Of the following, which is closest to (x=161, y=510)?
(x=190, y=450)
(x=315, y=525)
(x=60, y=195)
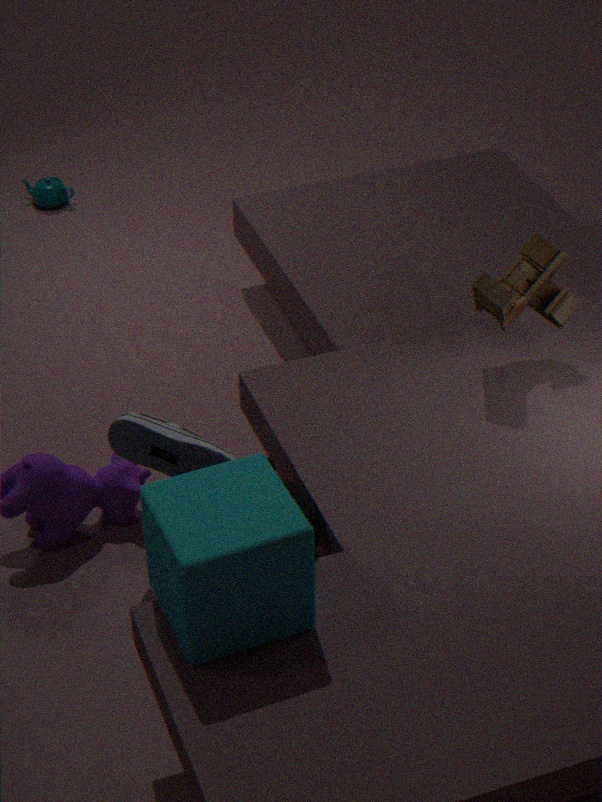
(x=315, y=525)
